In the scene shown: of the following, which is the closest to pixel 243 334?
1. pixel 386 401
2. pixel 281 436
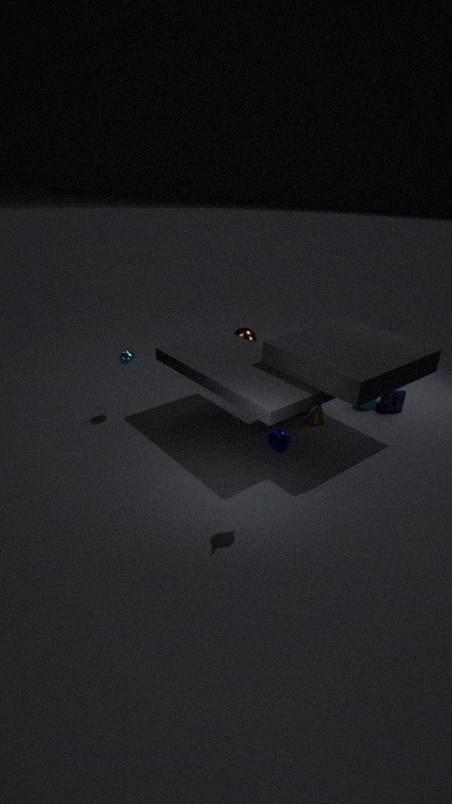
pixel 386 401
